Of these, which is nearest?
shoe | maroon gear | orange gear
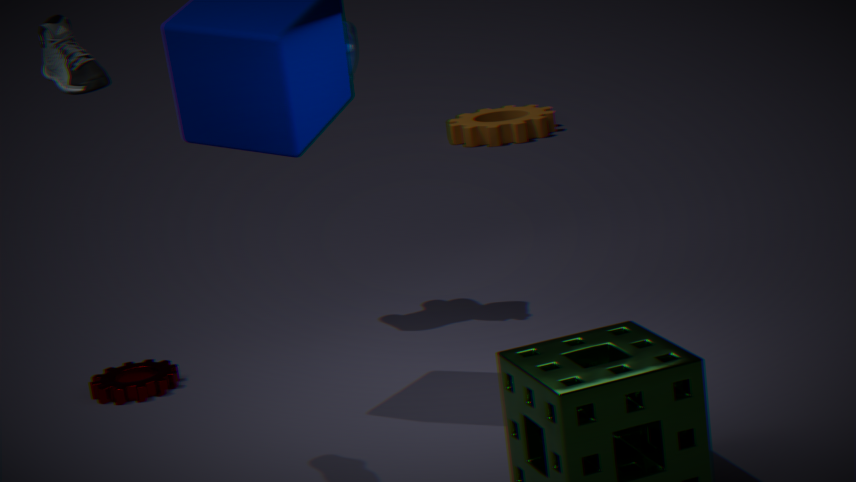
shoe
